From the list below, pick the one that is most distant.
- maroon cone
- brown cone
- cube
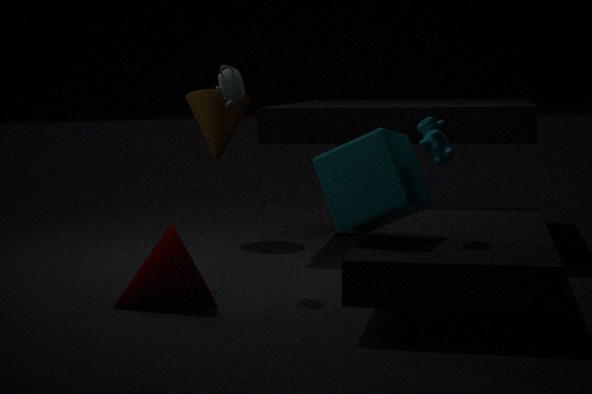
brown cone
